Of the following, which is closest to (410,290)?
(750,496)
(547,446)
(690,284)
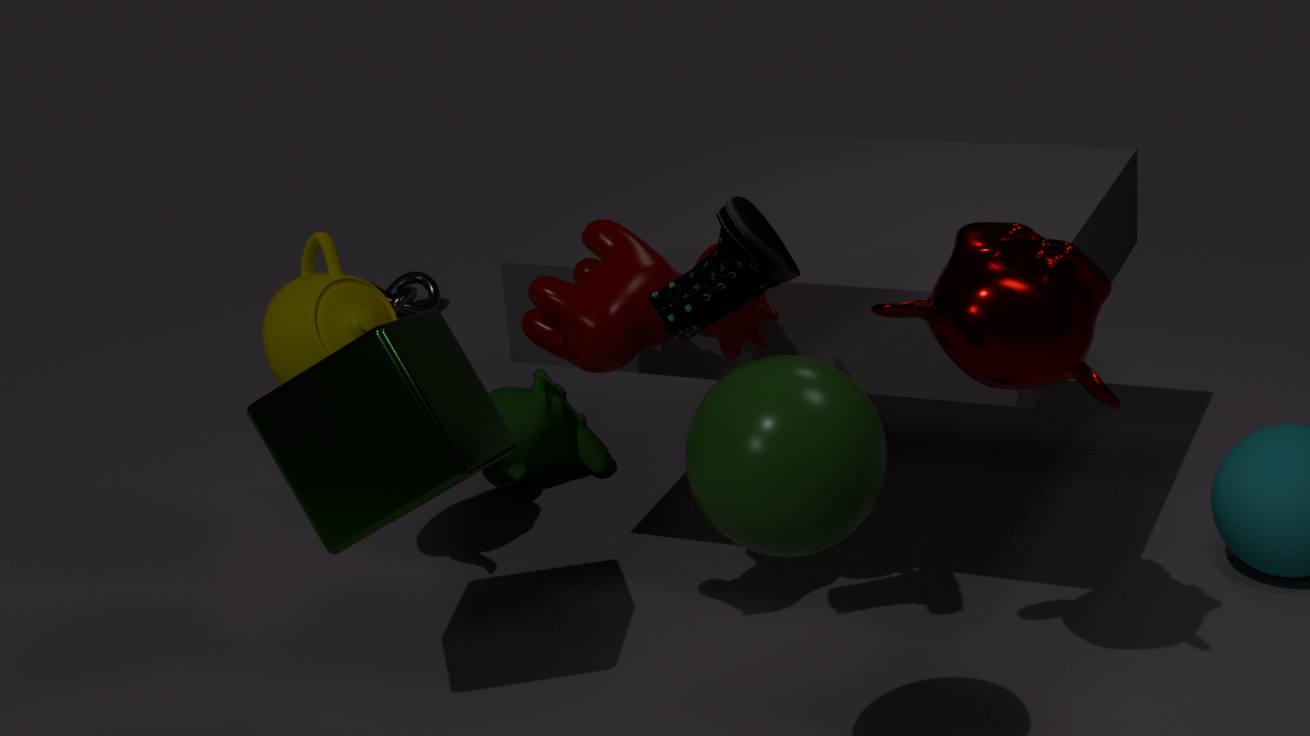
(547,446)
